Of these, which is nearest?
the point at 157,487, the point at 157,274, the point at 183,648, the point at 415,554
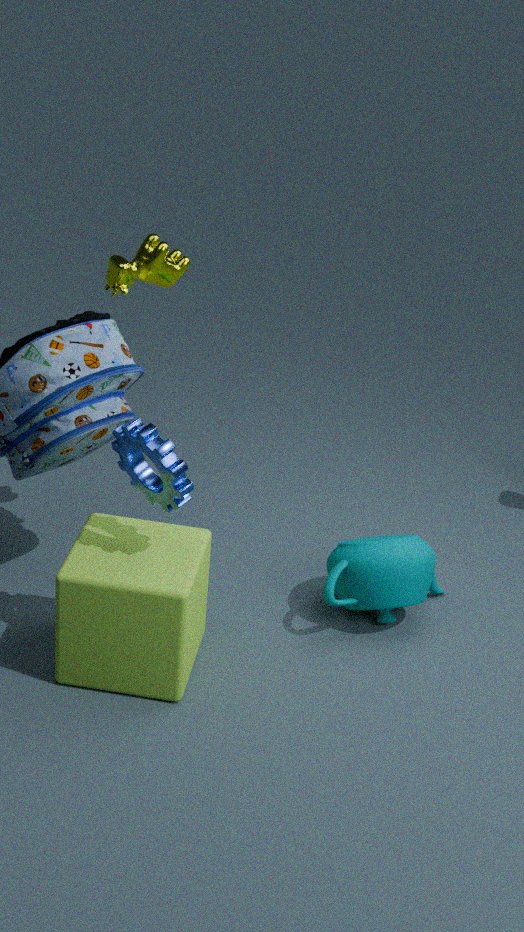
the point at 183,648
